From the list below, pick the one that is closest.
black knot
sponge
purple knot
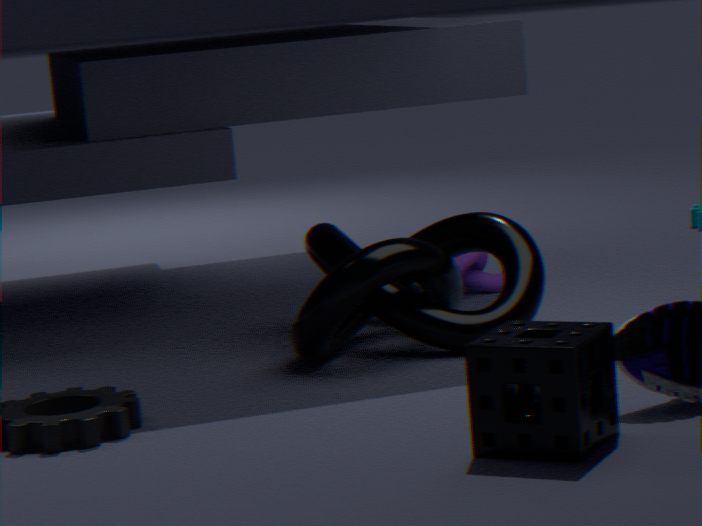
sponge
